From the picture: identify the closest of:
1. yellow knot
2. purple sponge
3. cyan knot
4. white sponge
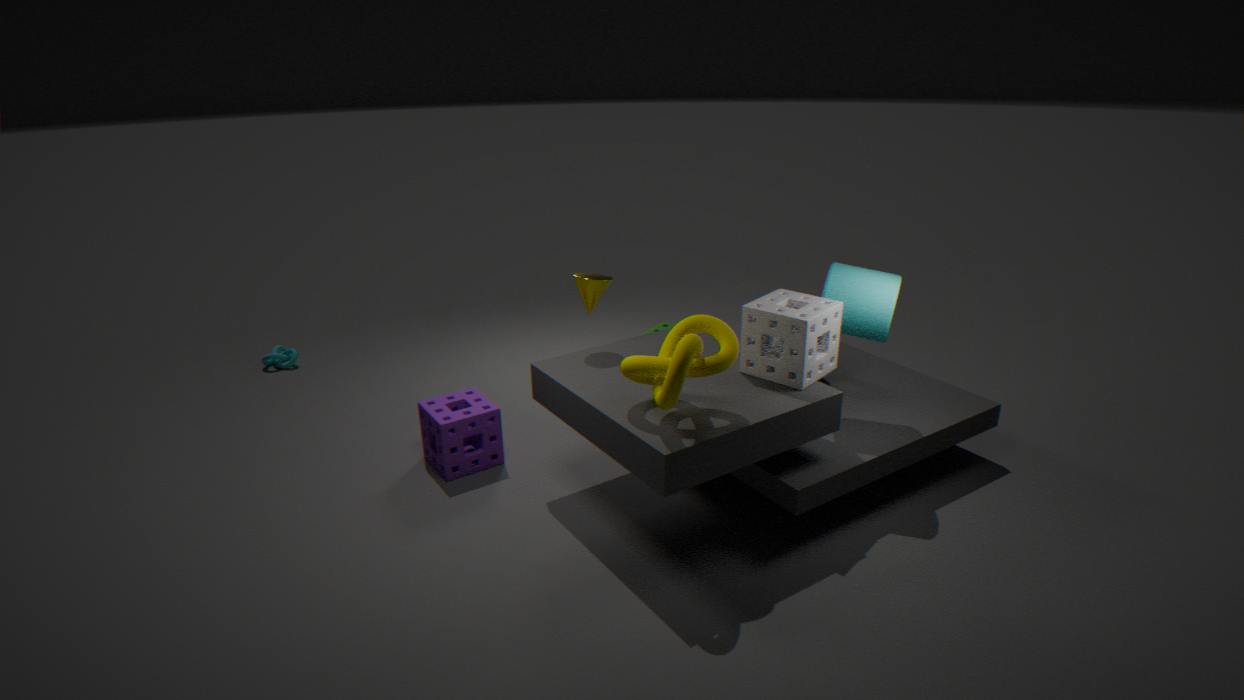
yellow knot
